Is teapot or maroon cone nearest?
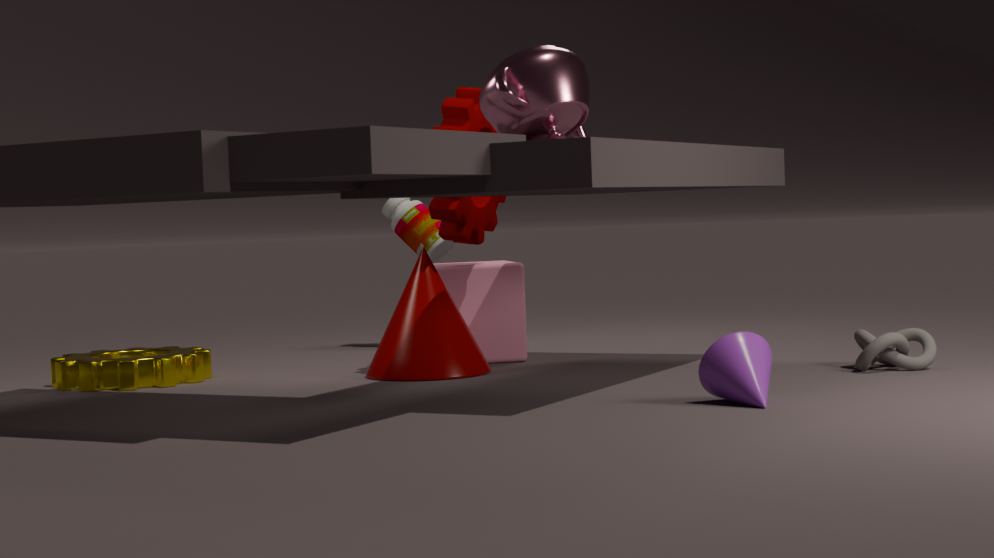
teapot
